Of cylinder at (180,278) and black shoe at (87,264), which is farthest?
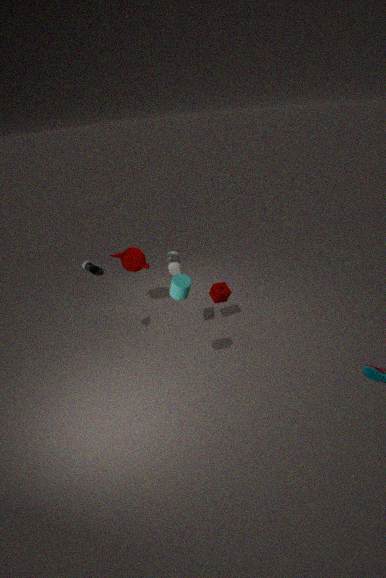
black shoe at (87,264)
